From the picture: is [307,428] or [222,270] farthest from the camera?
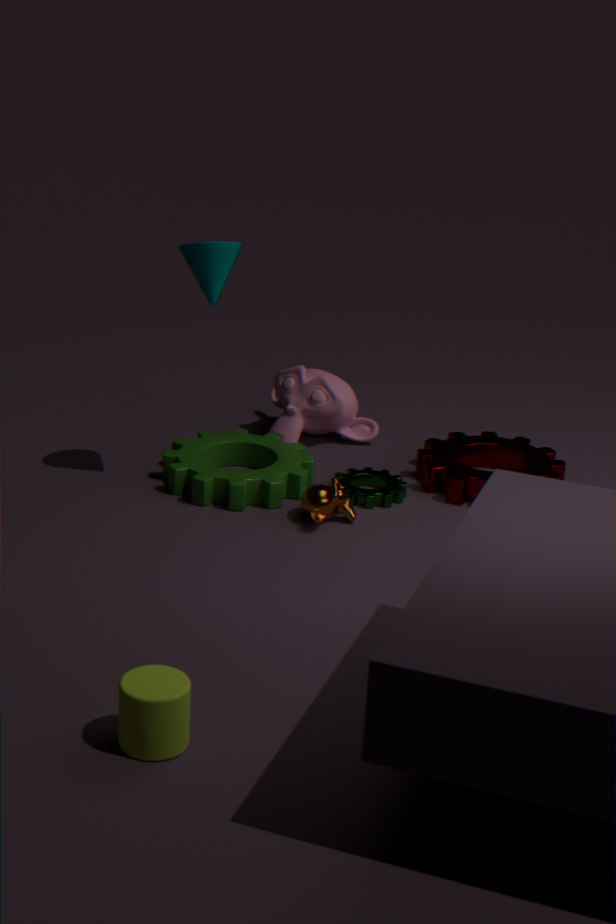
[307,428]
